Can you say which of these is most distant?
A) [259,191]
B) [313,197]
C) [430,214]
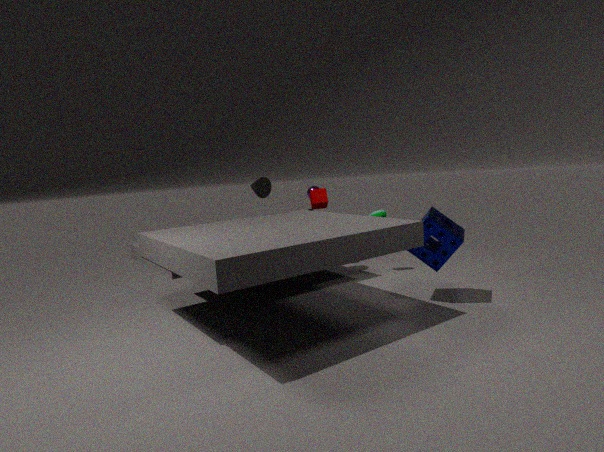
[313,197]
